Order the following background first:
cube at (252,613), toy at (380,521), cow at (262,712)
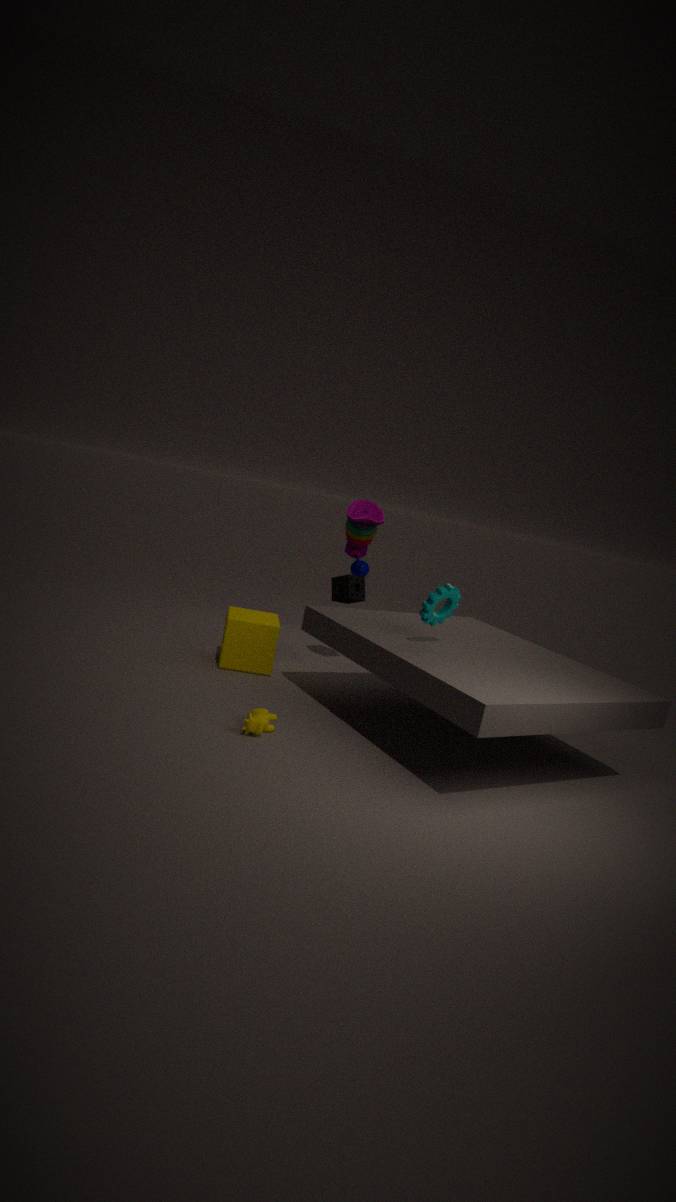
1. toy at (380,521)
2. cube at (252,613)
3. cow at (262,712)
